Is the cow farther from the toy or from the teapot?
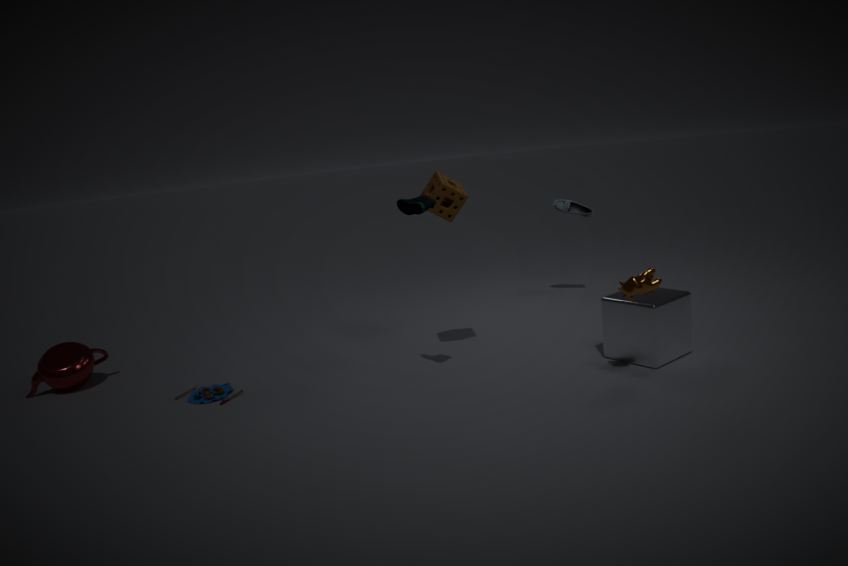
the teapot
